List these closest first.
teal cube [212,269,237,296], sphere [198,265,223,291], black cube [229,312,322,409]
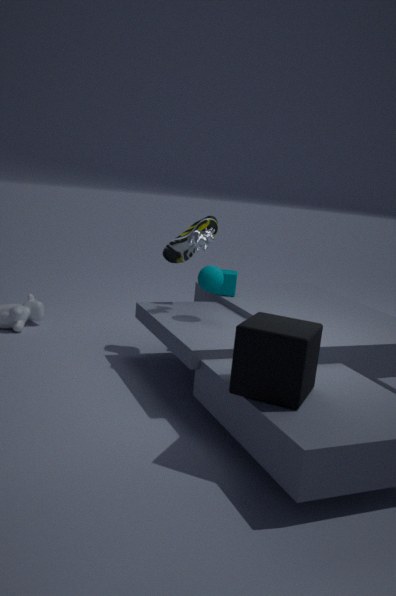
black cube [229,312,322,409], sphere [198,265,223,291], teal cube [212,269,237,296]
